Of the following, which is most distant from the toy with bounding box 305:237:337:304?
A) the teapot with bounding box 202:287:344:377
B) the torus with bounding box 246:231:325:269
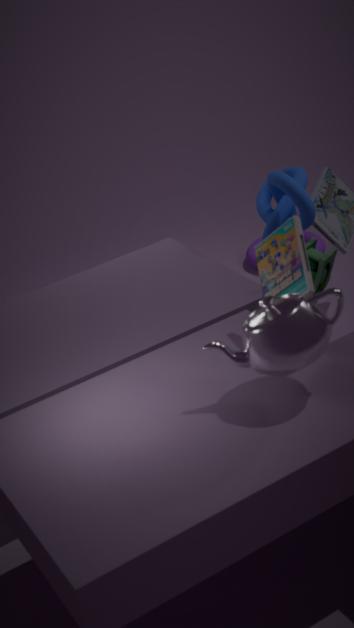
the torus with bounding box 246:231:325:269
